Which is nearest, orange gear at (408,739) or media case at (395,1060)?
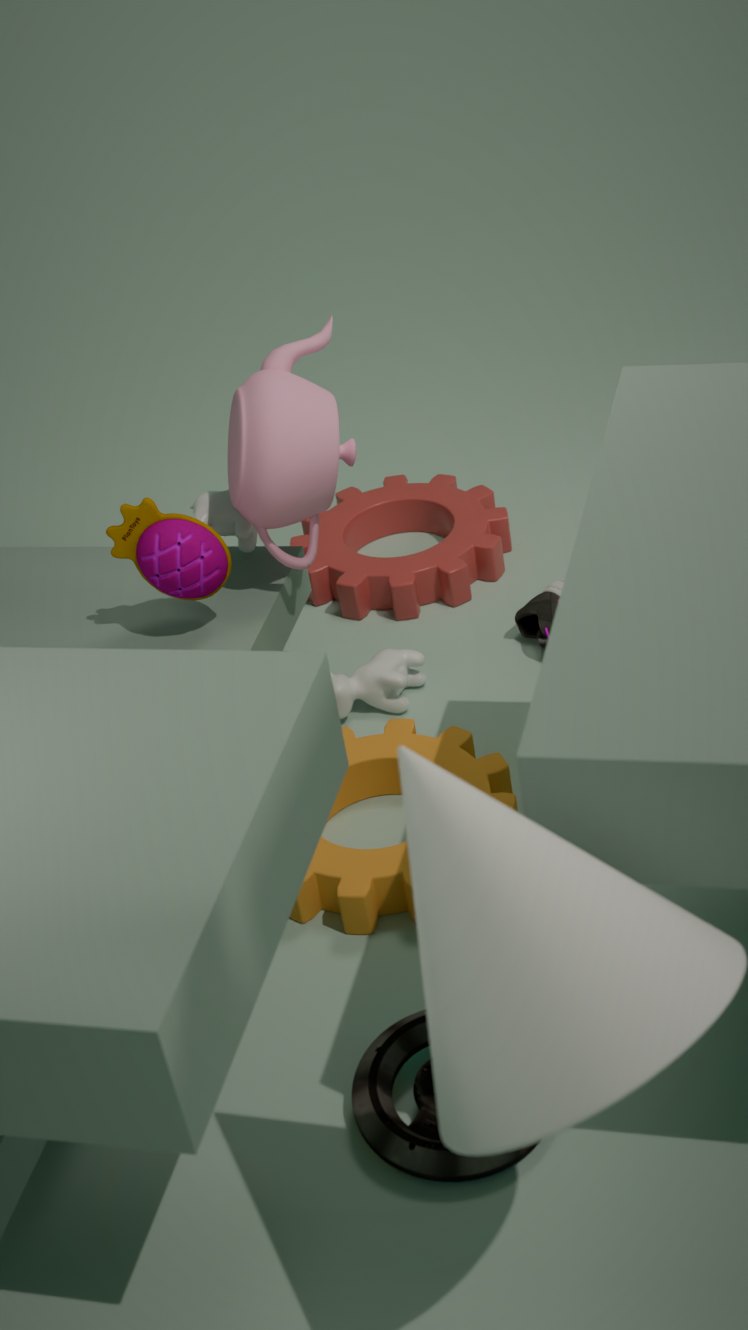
media case at (395,1060)
